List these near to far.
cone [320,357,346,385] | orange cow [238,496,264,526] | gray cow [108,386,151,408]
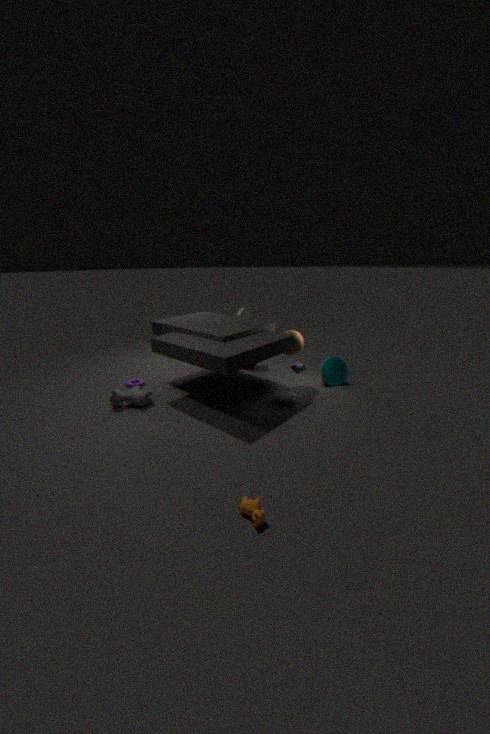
orange cow [238,496,264,526], gray cow [108,386,151,408], cone [320,357,346,385]
